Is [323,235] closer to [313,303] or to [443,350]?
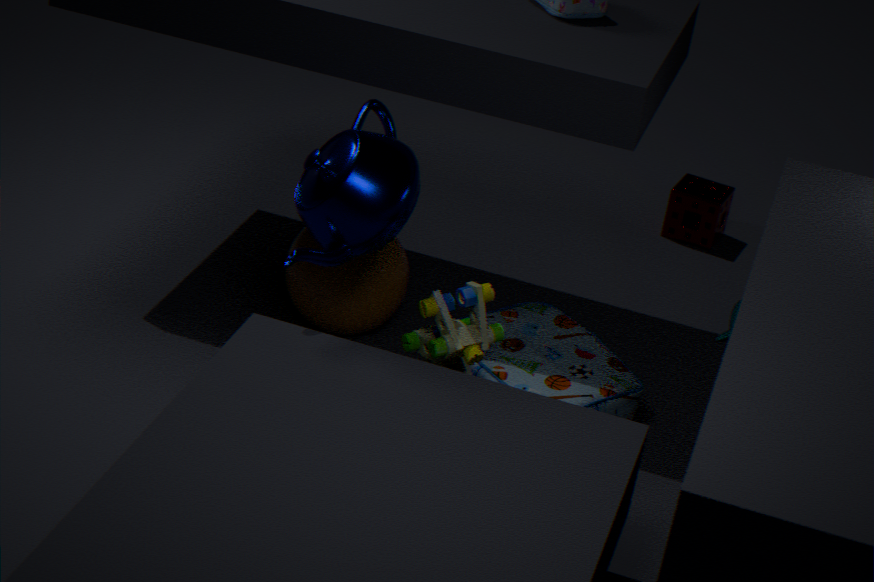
[443,350]
